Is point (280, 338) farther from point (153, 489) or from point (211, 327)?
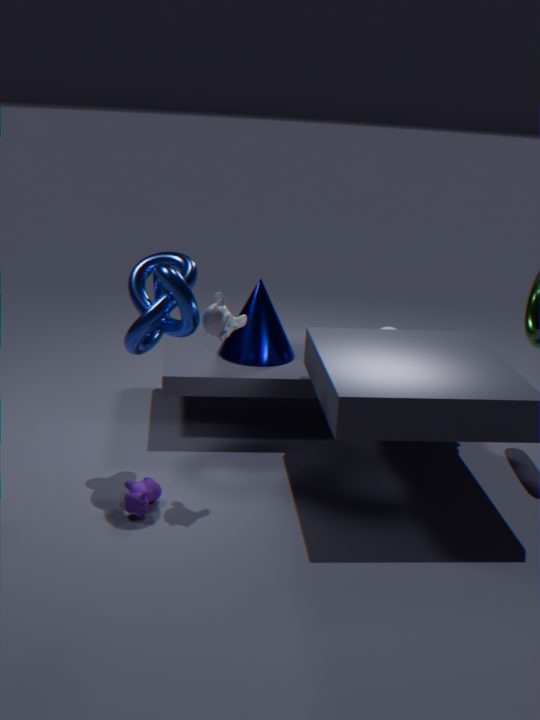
point (153, 489)
